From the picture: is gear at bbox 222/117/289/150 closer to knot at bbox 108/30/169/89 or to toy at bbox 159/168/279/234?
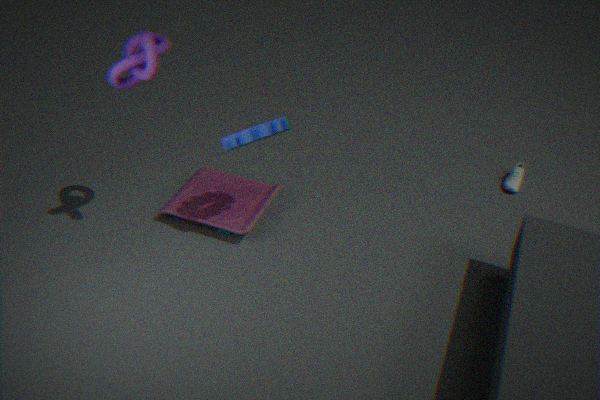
toy at bbox 159/168/279/234
